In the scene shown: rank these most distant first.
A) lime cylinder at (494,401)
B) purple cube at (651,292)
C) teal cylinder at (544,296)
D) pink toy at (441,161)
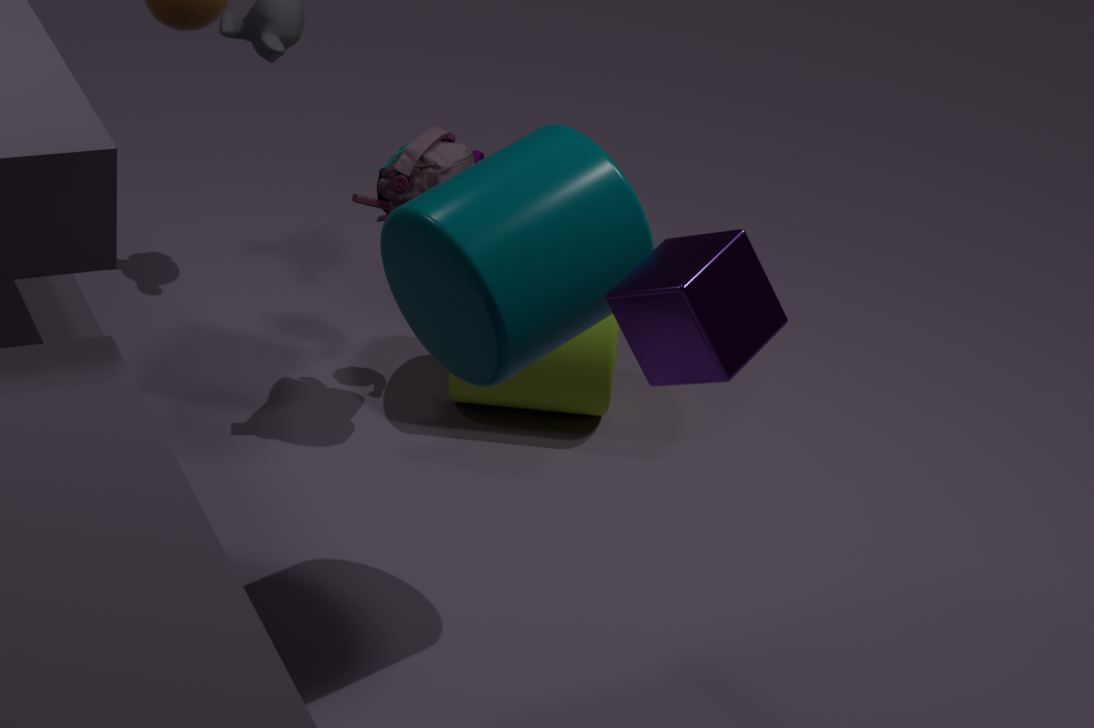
1. lime cylinder at (494,401)
2. pink toy at (441,161)
3. teal cylinder at (544,296)
4. purple cube at (651,292)
